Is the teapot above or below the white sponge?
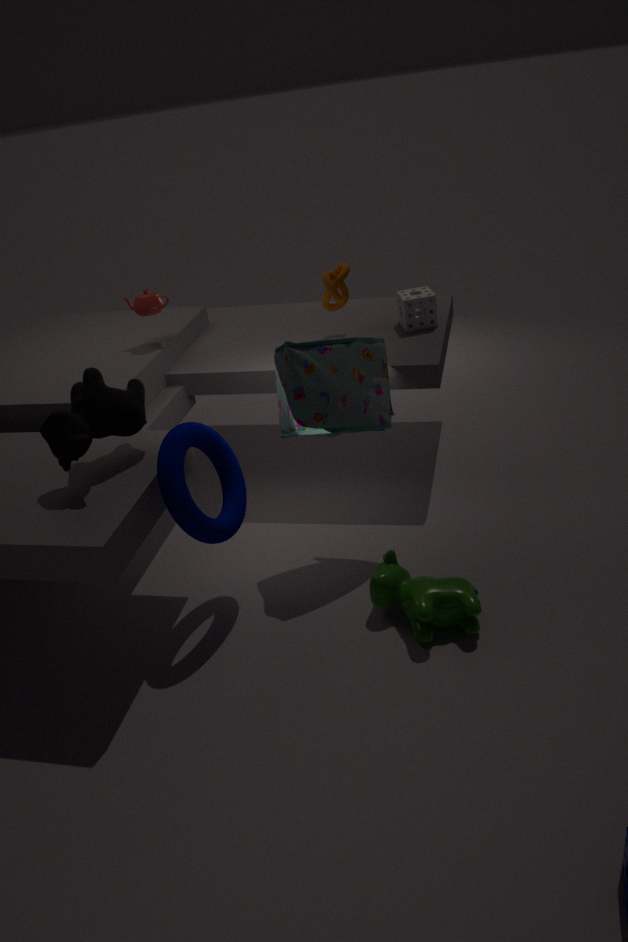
above
